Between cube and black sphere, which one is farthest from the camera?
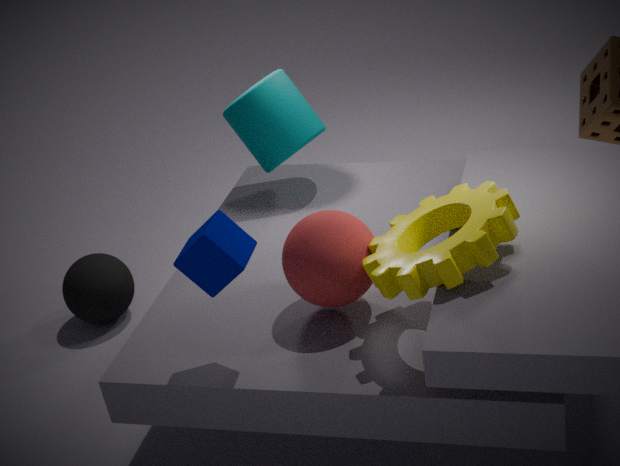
black sphere
